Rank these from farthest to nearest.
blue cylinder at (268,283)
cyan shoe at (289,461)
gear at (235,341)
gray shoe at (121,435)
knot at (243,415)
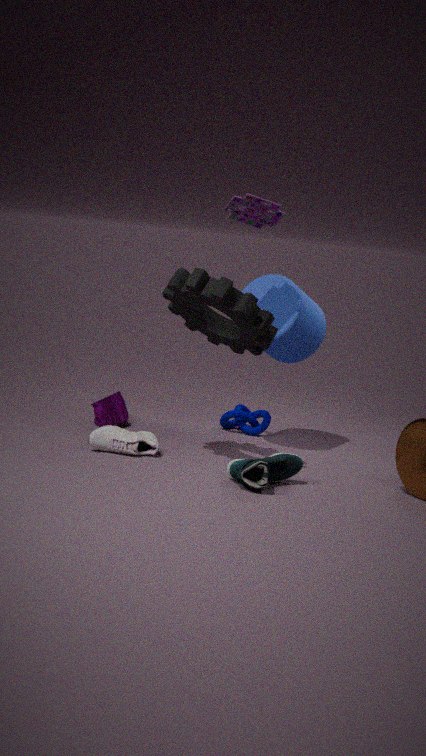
1. knot at (243,415)
2. blue cylinder at (268,283)
3. gray shoe at (121,435)
4. gear at (235,341)
5. cyan shoe at (289,461)
